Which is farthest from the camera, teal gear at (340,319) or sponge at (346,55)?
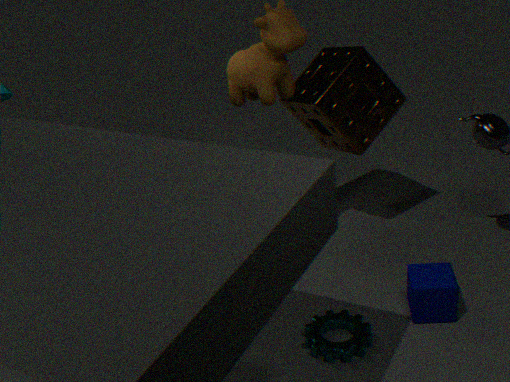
sponge at (346,55)
